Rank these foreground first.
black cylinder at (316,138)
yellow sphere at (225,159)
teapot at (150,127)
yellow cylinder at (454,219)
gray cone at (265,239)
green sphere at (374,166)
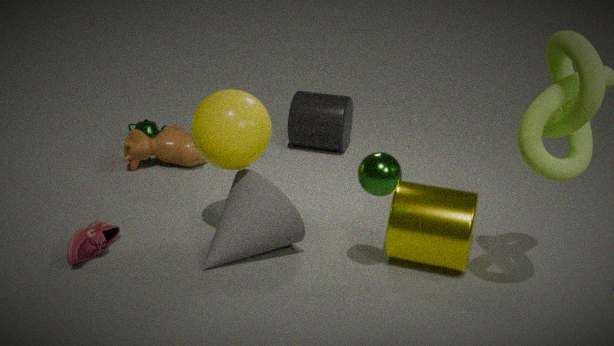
green sphere at (374,166), yellow sphere at (225,159), yellow cylinder at (454,219), gray cone at (265,239), black cylinder at (316,138), teapot at (150,127)
